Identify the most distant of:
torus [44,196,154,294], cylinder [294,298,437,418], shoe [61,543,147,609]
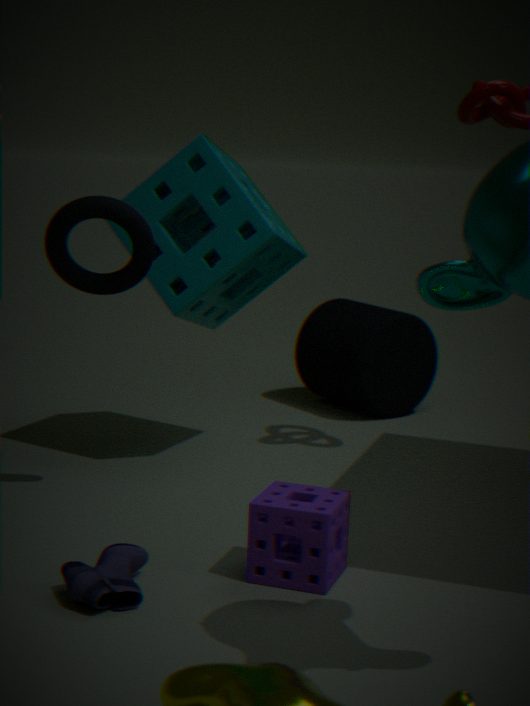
cylinder [294,298,437,418]
